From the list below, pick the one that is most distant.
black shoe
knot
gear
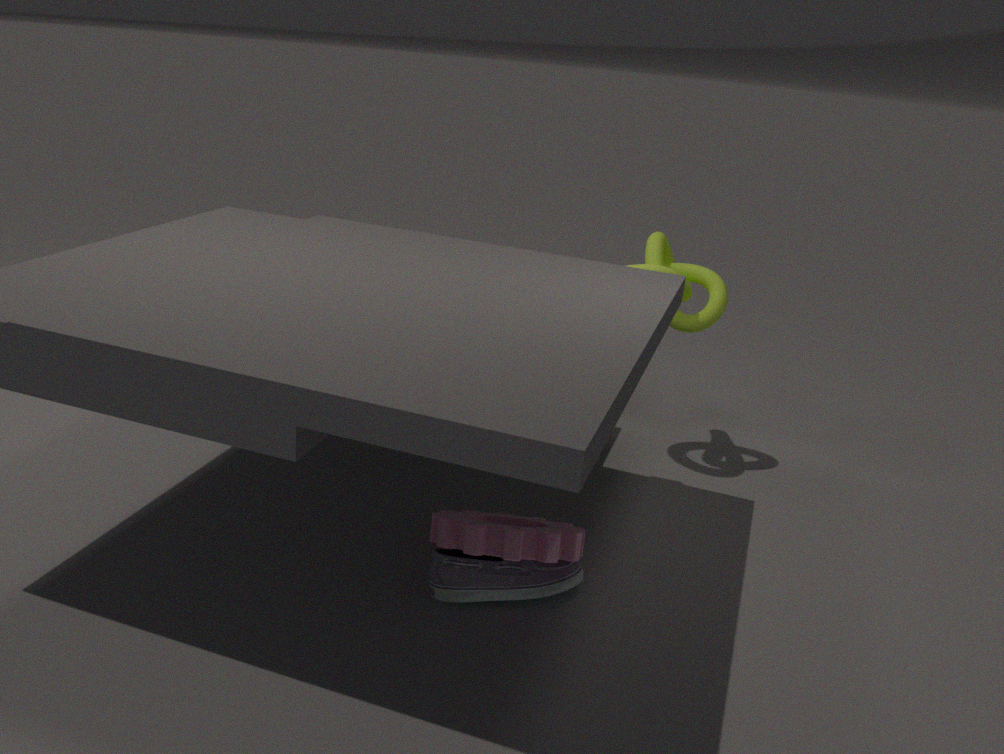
knot
